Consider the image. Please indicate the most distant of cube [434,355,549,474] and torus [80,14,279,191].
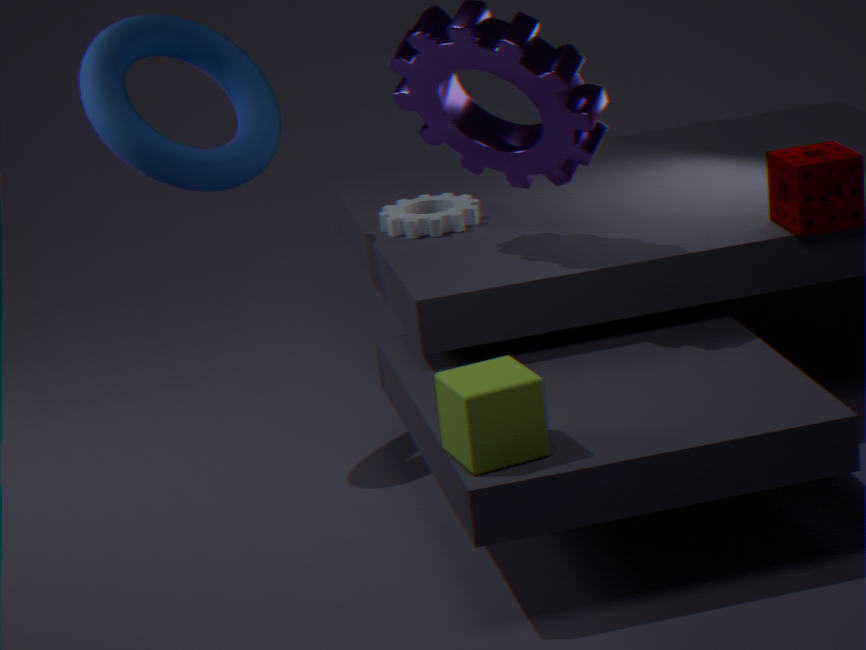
torus [80,14,279,191]
